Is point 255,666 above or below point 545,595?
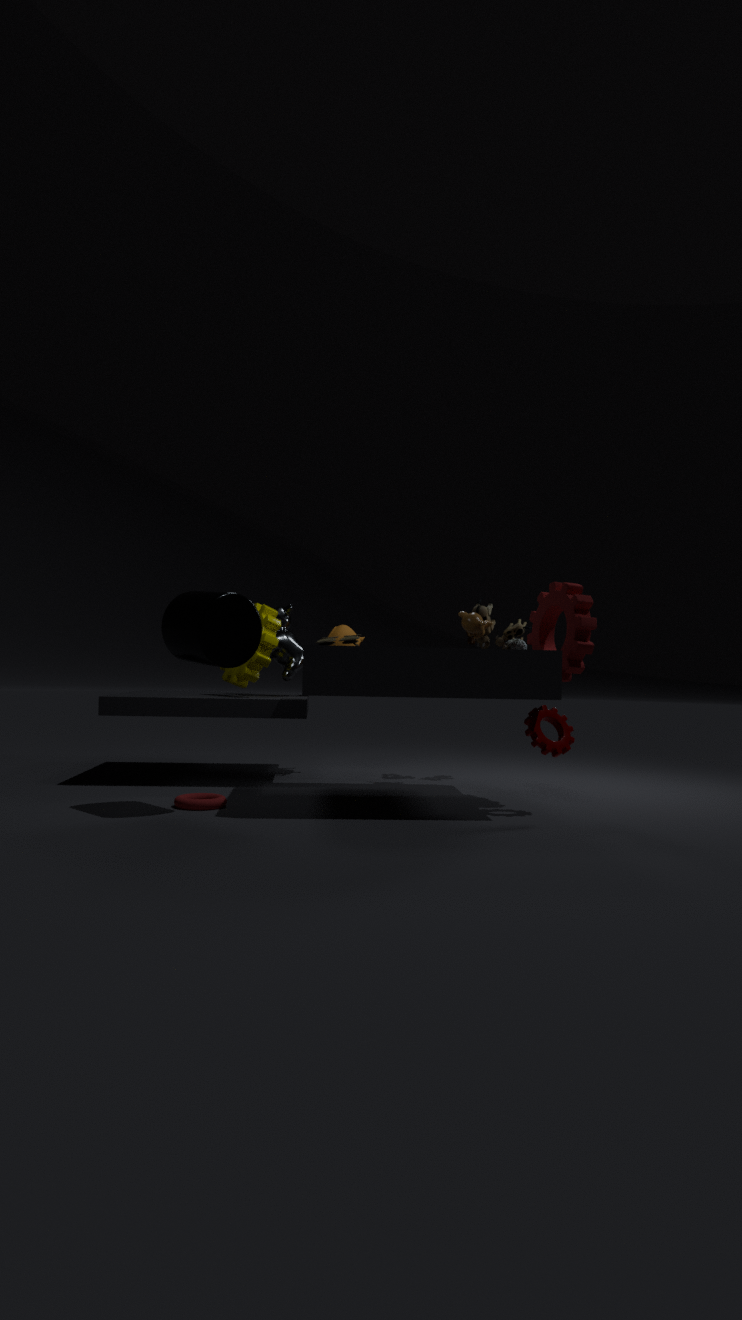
below
